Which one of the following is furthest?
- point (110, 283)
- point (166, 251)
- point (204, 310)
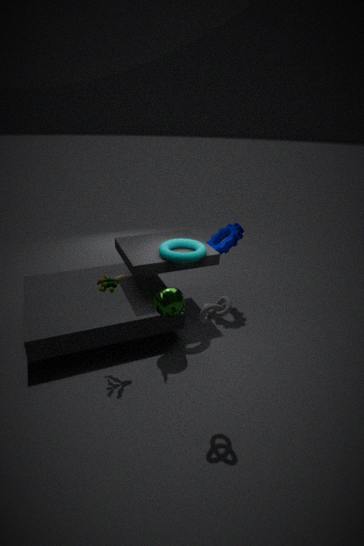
point (166, 251)
